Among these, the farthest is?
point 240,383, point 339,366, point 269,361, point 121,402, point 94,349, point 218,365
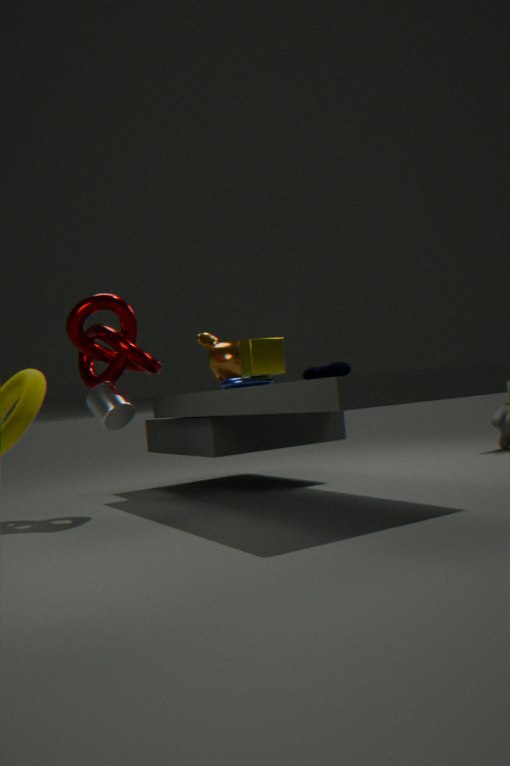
point 218,365
